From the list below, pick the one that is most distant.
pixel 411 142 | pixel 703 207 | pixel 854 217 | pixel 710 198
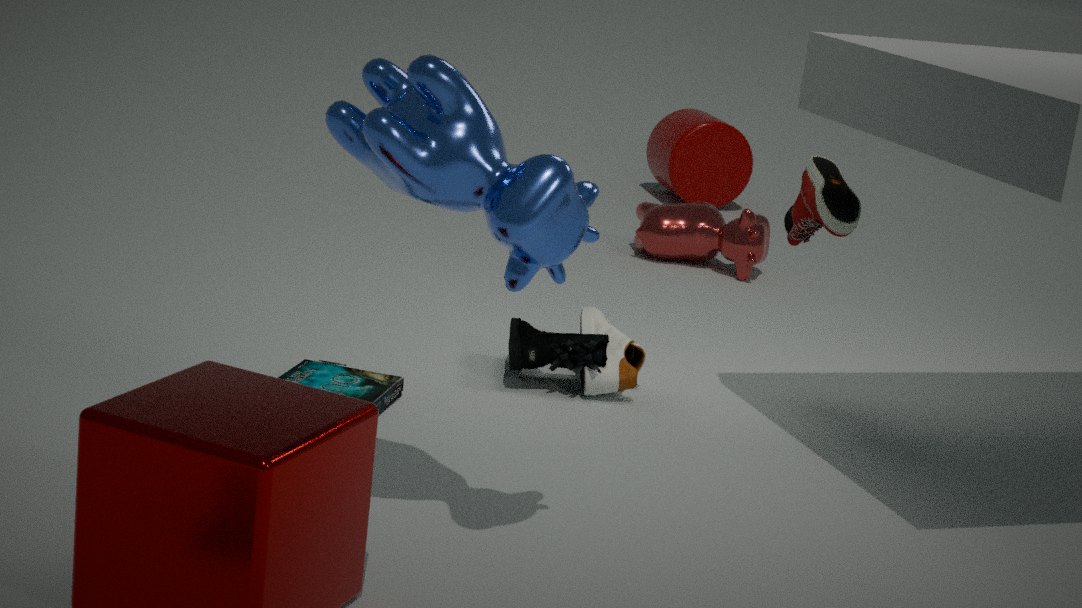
pixel 710 198
